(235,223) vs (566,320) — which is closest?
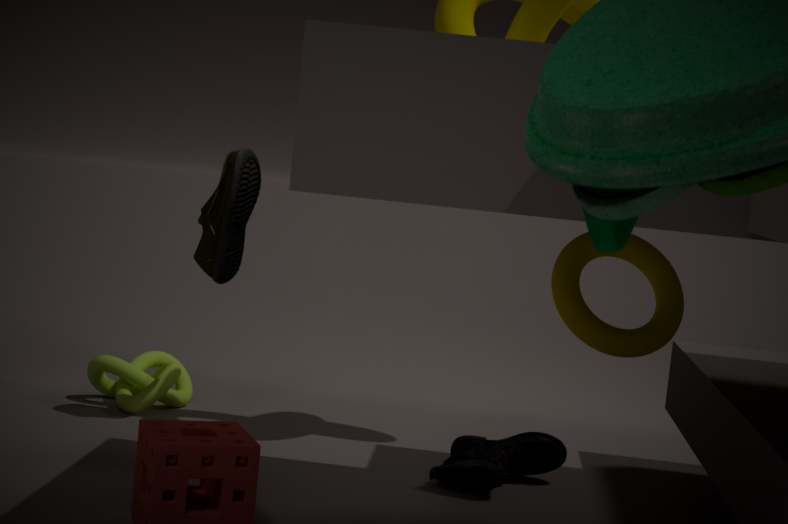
(566,320)
